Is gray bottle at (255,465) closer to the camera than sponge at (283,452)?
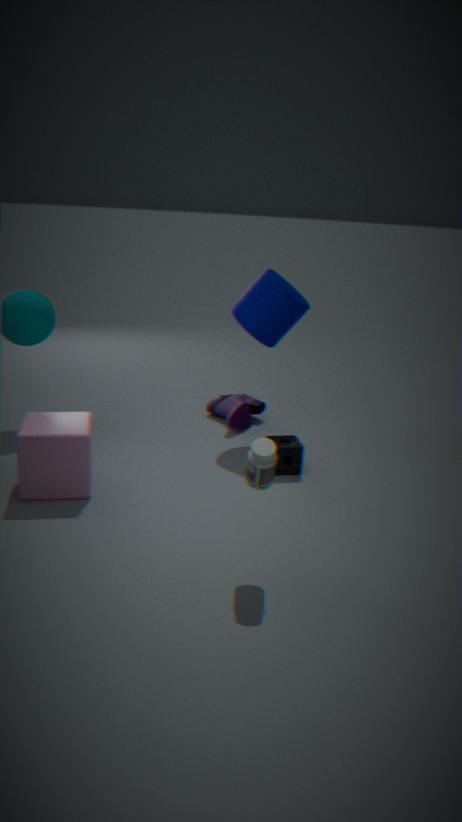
Yes
